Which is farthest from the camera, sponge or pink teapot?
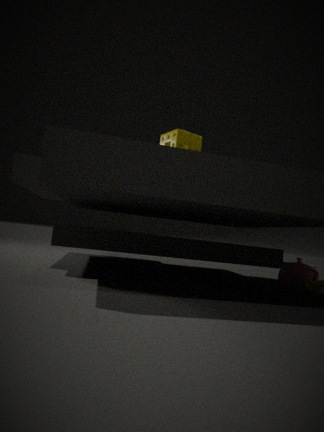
pink teapot
